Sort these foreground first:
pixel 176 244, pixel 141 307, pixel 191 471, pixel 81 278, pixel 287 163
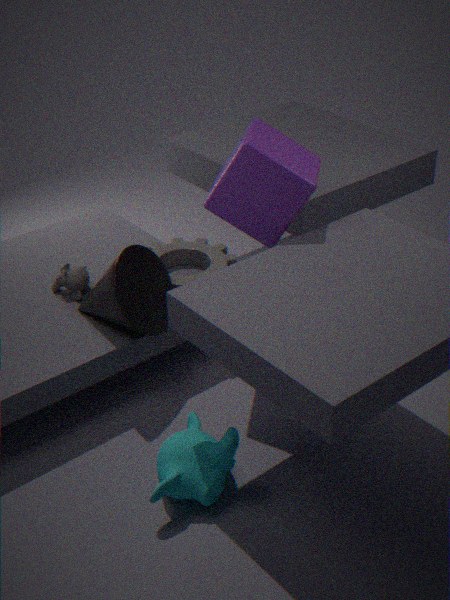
pixel 191 471, pixel 287 163, pixel 141 307, pixel 81 278, pixel 176 244
